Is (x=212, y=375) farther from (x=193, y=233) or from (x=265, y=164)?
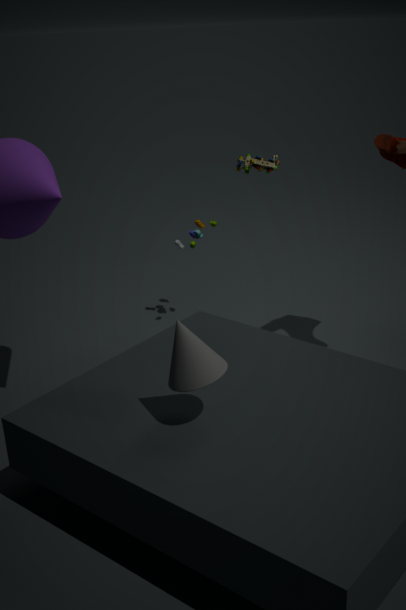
(x=193, y=233)
